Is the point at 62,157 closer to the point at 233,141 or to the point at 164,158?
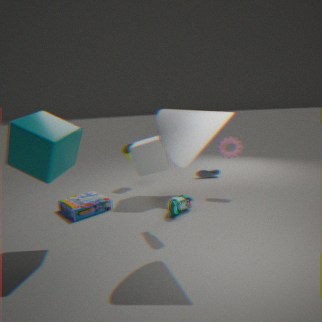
the point at 164,158
